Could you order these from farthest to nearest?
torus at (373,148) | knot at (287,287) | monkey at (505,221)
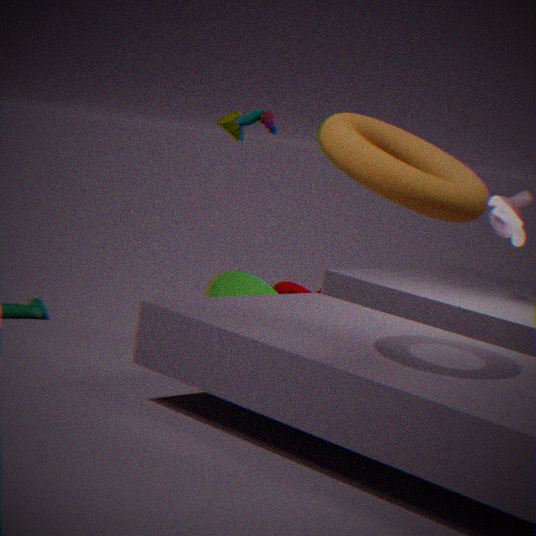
1. knot at (287,287)
2. monkey at (505,221)
3. torus at (373,148)
